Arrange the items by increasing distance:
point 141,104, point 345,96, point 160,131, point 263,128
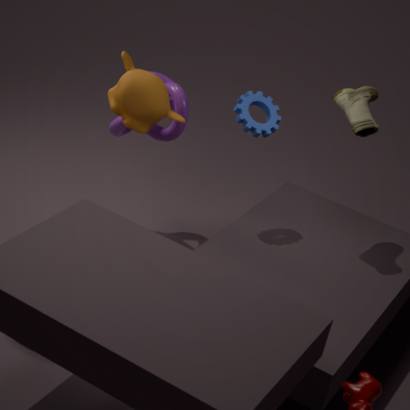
point 141,104
point 345,96
point 263,128
point 160,131
